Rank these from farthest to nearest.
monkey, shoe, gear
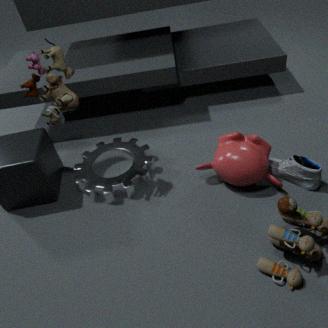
gear → monkey → shoe
